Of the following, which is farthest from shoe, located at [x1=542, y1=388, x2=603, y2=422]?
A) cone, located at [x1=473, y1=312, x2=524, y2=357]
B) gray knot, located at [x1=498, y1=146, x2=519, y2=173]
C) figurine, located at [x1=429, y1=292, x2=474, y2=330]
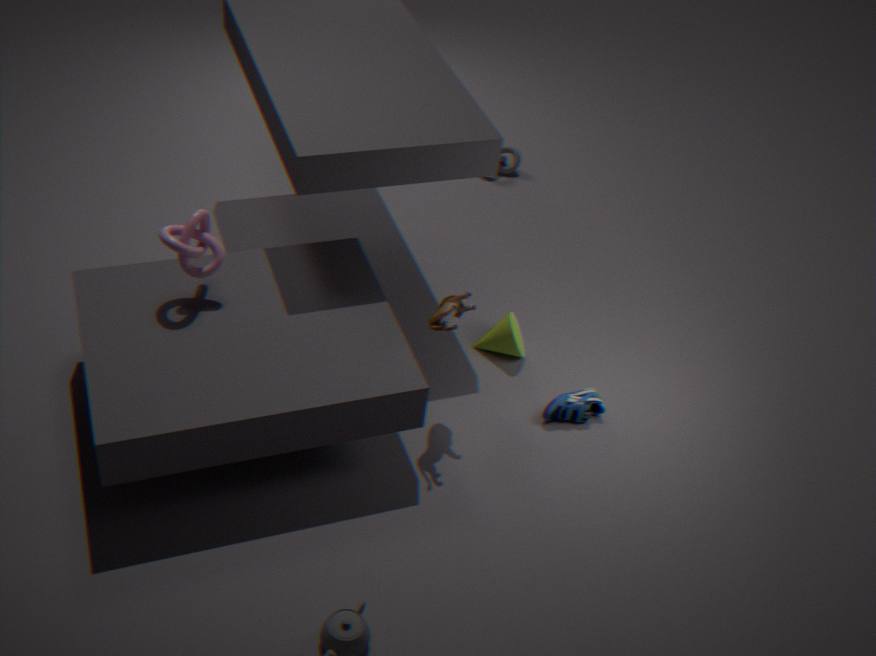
gray knot, located at [x1=498, y1=146, x2=519, y2=173]
